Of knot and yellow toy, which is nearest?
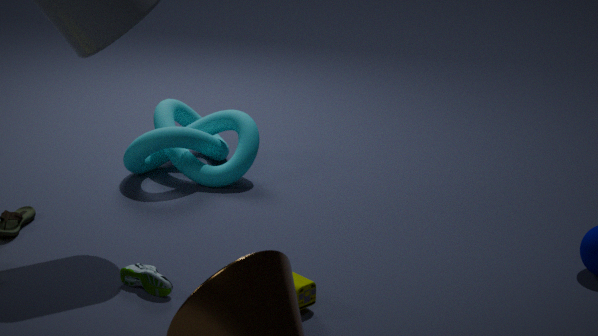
yellow toy
